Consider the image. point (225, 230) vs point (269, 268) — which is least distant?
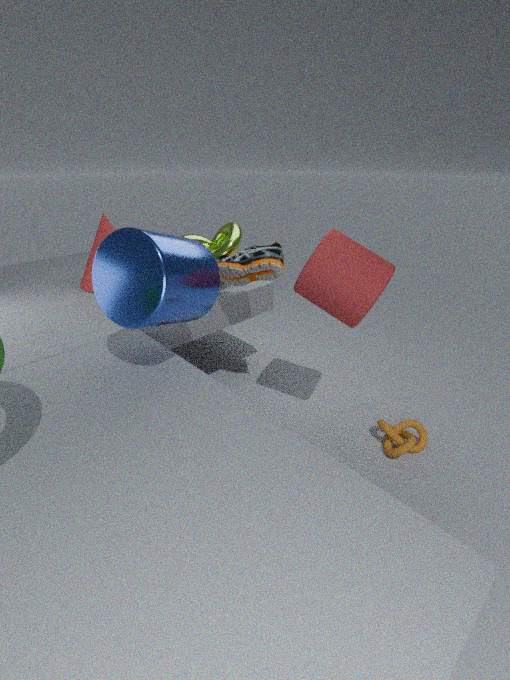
point (269, 268)
